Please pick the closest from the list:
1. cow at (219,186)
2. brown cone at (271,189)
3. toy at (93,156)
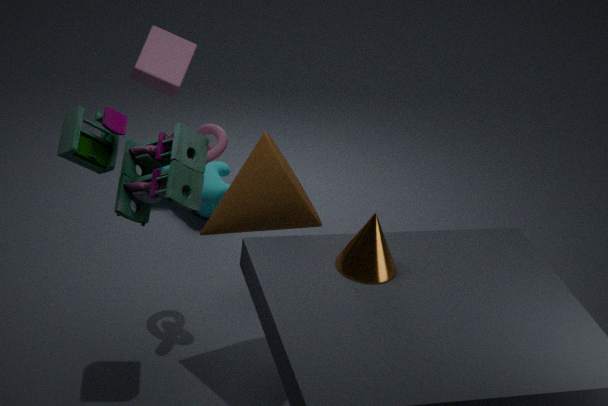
toy at (93,156)
